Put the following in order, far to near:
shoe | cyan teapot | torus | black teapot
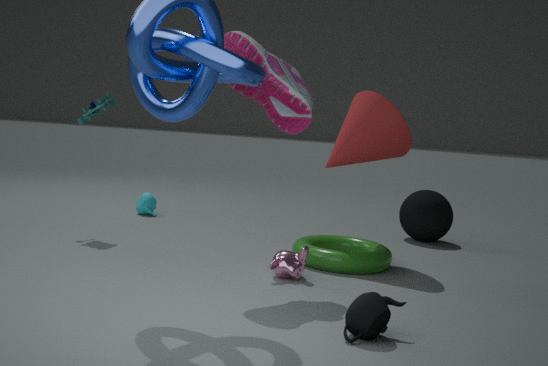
cyan teapot → torus → shoe → black teapot
